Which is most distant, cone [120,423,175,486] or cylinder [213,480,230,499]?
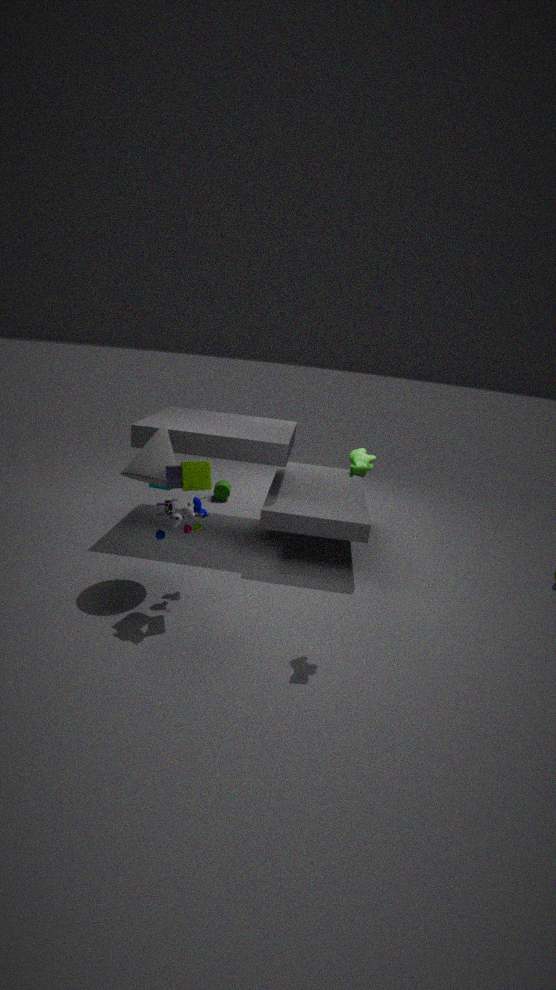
cylinder [213,480,230,499]
